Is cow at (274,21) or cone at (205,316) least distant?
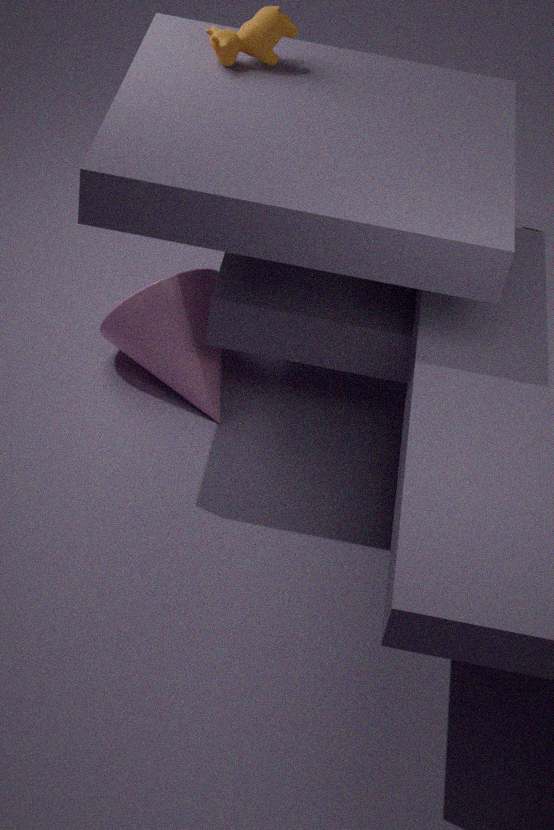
cow at (274,21)
